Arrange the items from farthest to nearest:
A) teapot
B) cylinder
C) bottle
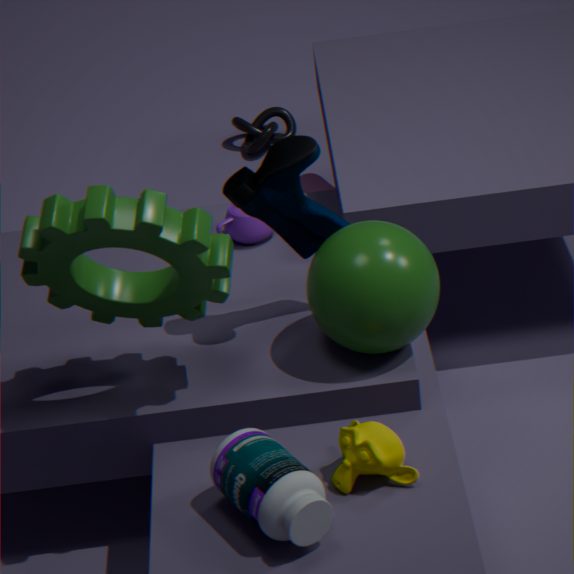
cylinder
teapot
bottle
